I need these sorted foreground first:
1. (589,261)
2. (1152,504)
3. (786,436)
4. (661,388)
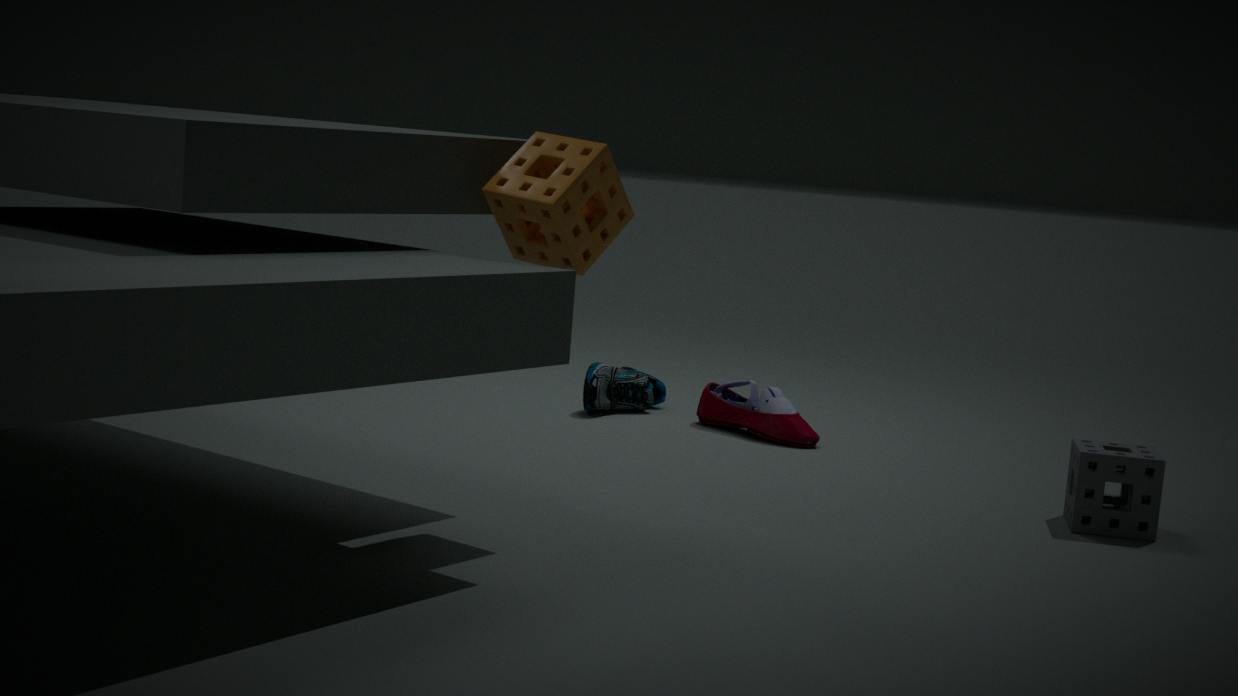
(589,261)
(1152,504)
(786,436)
(661,388)
